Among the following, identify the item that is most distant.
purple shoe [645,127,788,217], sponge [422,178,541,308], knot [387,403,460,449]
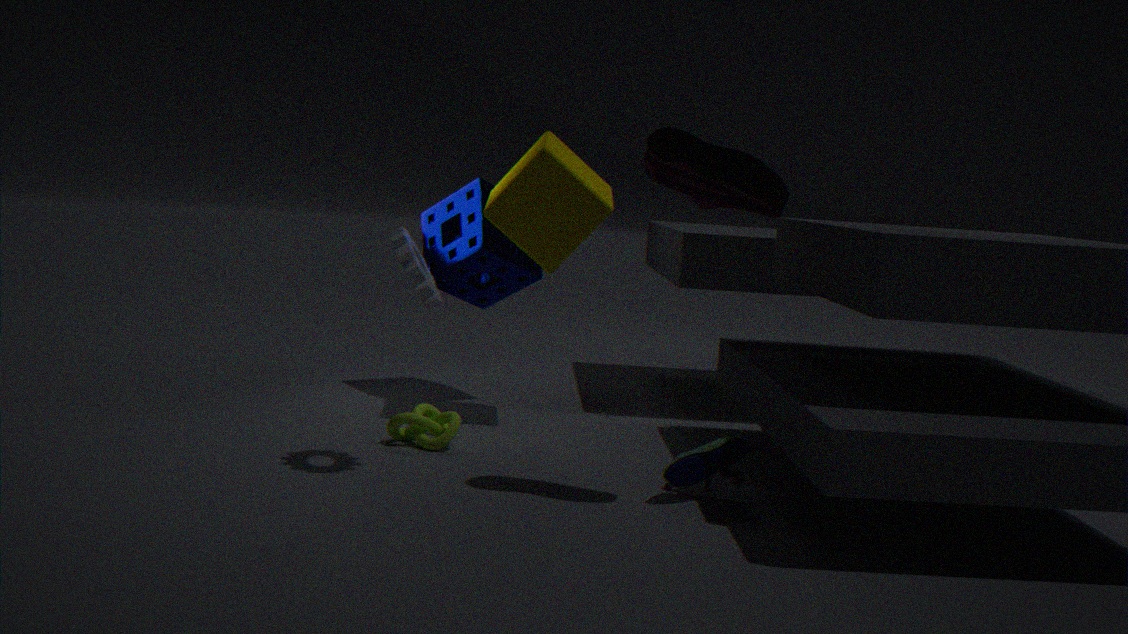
sponge [422,178,541,308]
